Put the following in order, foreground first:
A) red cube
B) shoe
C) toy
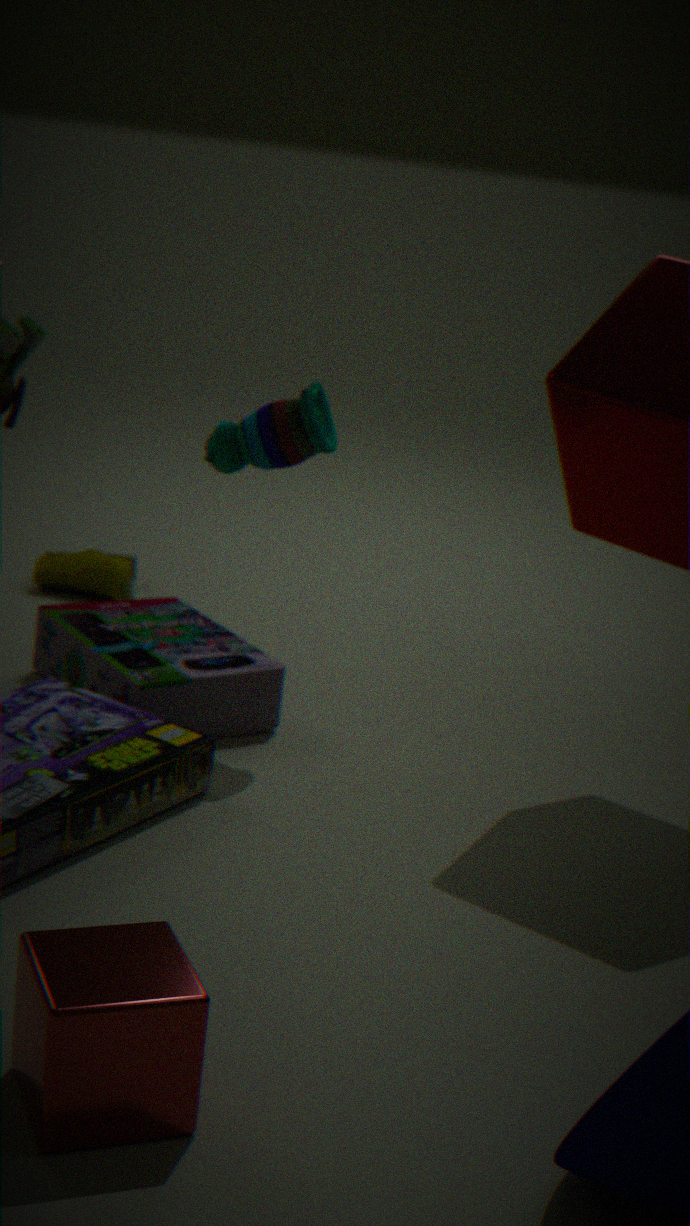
red cube < toy < shoe
